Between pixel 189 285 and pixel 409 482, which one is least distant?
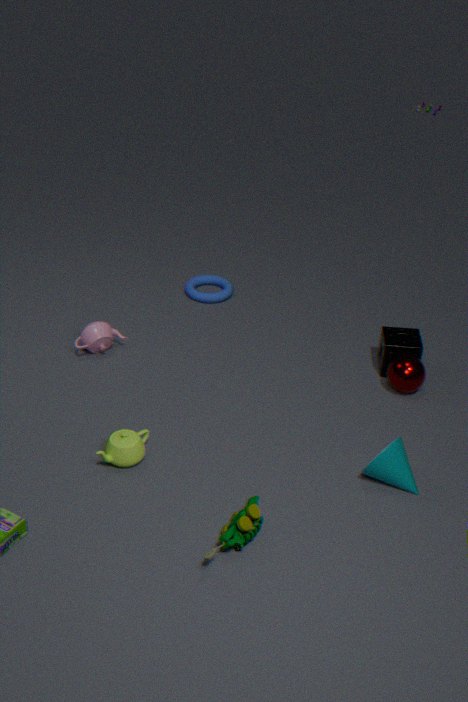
pixel 409 482
